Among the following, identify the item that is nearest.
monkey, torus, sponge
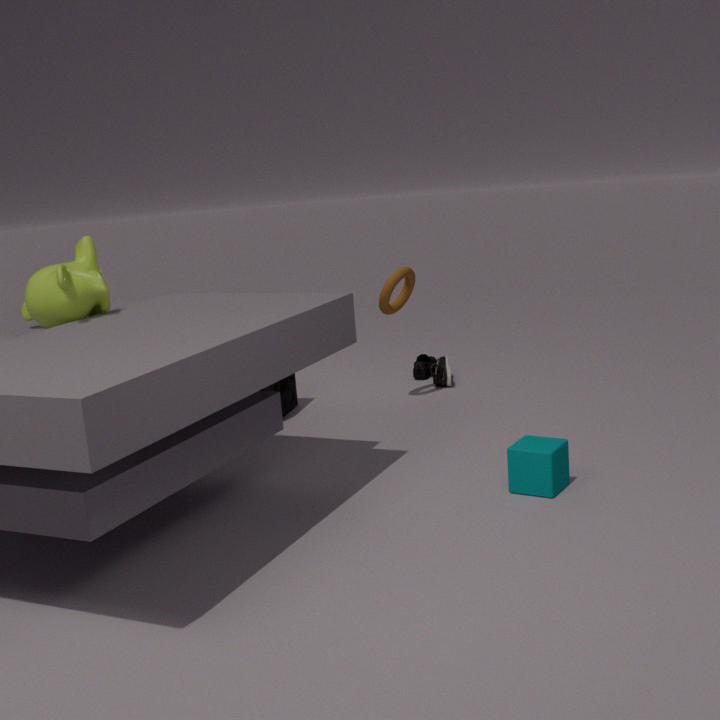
monkey
